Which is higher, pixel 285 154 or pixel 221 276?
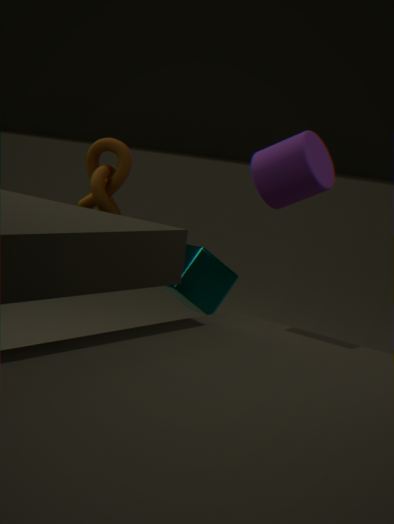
pixel 285 154
